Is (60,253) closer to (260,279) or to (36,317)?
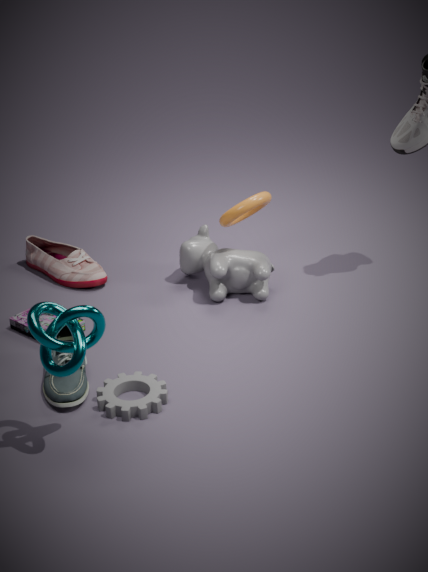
(260,279)
